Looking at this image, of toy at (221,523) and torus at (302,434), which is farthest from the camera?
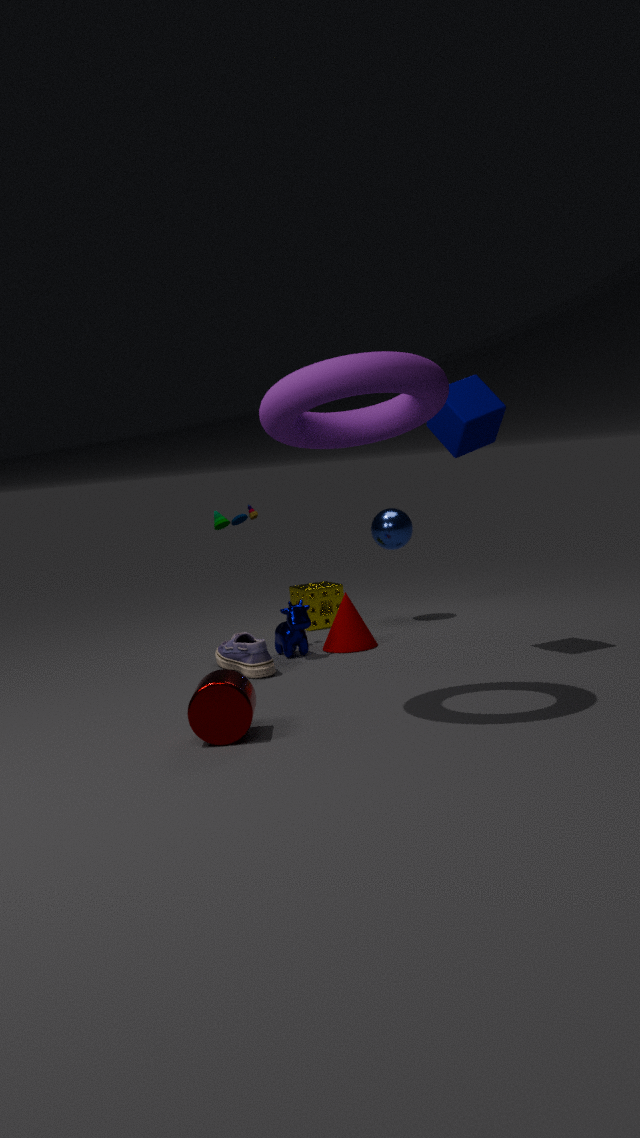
toy at (221,523)
